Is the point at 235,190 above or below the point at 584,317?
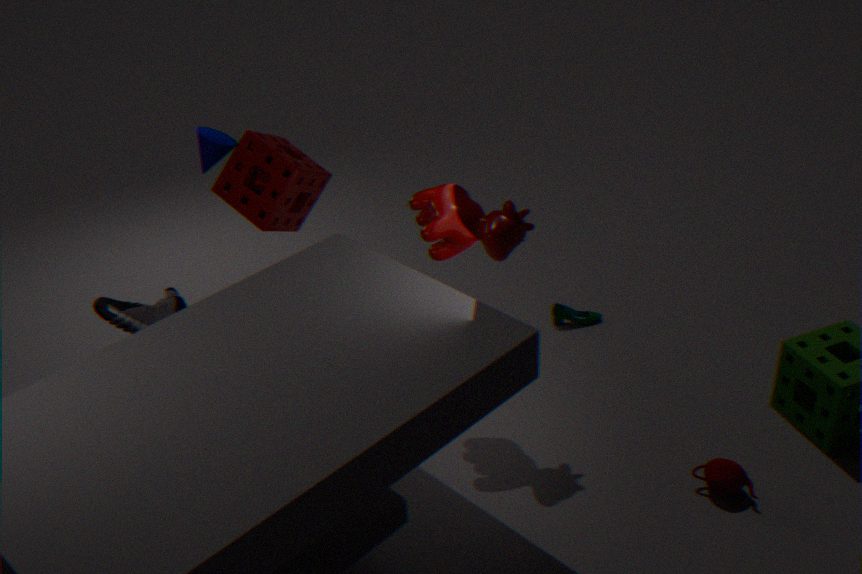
above
